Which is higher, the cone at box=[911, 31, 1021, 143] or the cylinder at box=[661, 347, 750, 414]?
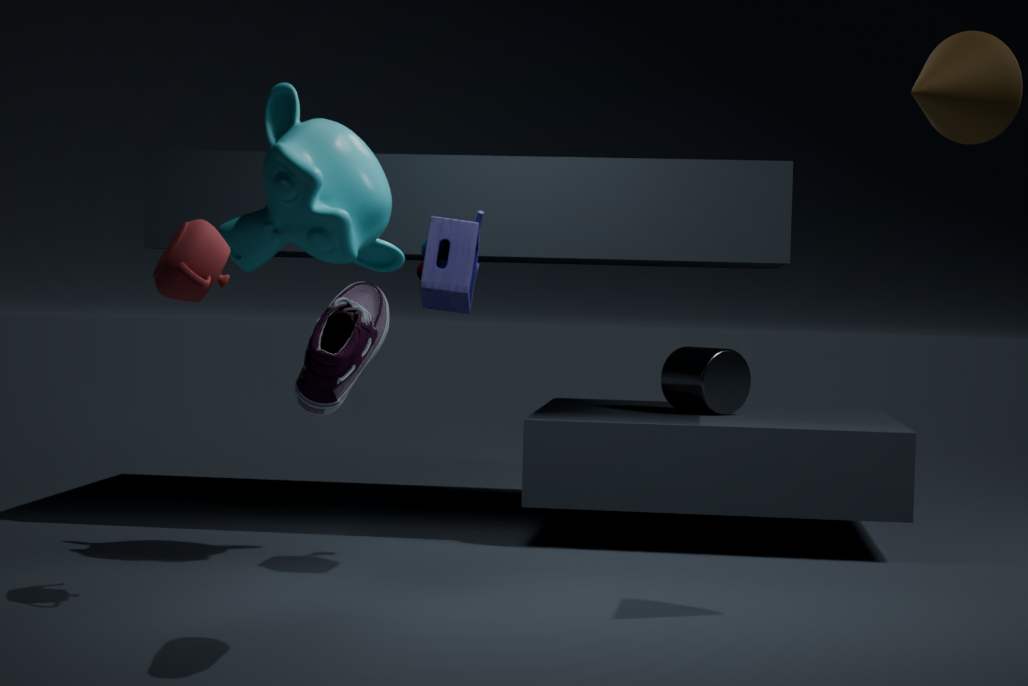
the cone at box=[911, 31, 1021, 143]
